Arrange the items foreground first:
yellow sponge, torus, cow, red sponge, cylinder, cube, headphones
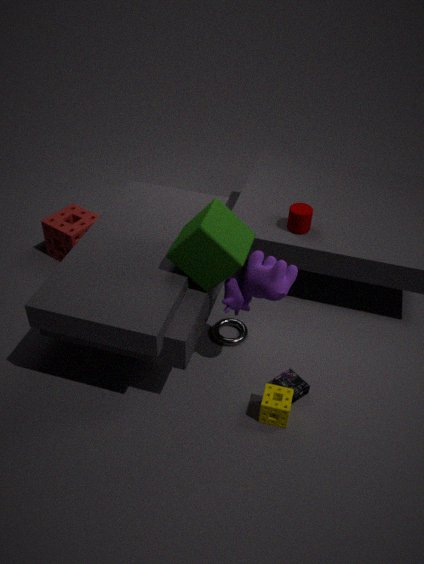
cow < cube < yellow sponge < headphones < torus < cylinder < red sponge
